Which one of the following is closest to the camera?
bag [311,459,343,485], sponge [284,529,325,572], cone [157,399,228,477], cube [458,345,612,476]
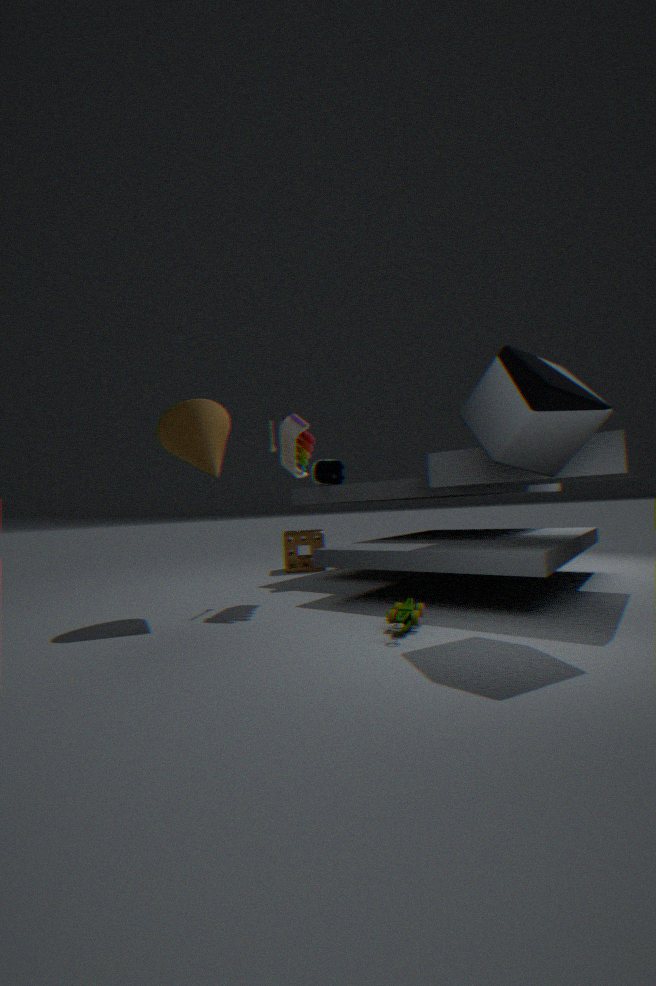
cube [458,345,612,476]
